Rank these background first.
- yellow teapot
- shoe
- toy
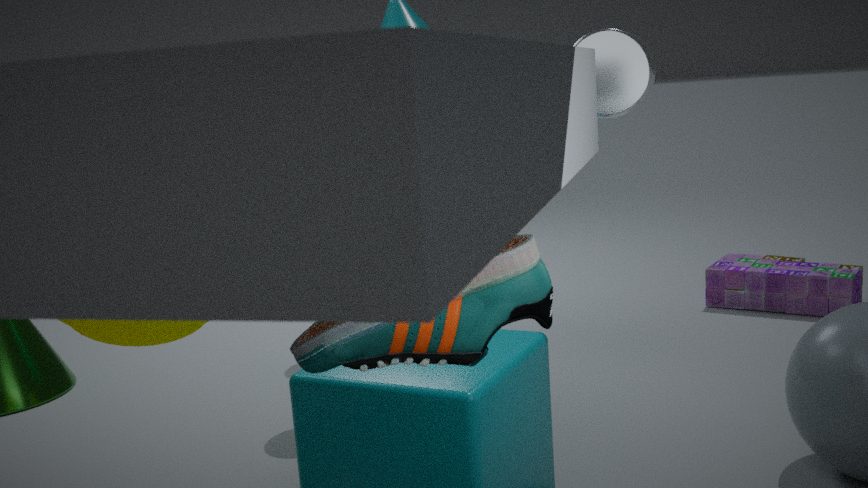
toy, yellow teapot, shoe
